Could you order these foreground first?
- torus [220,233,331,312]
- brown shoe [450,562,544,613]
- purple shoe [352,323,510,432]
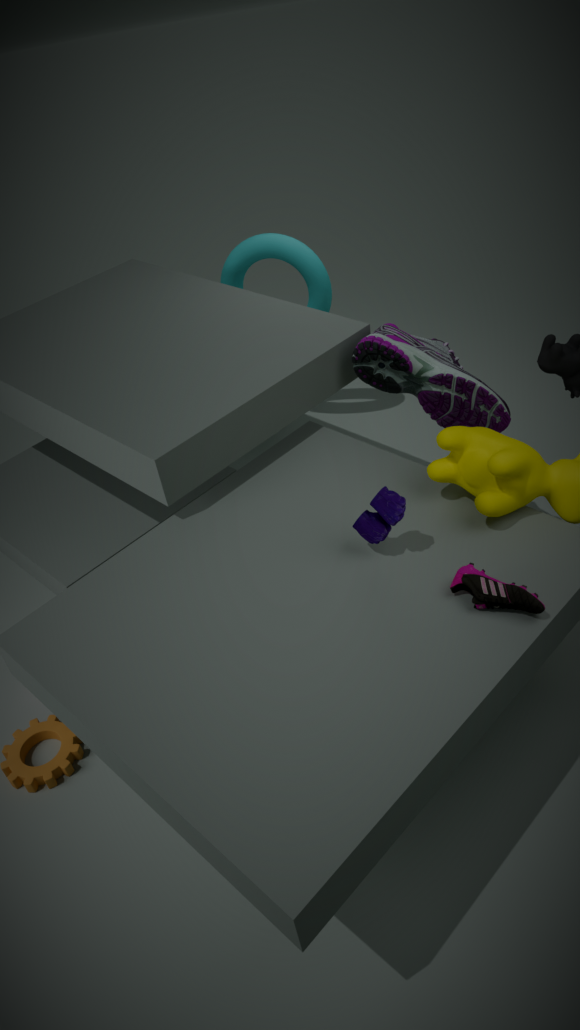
brown shoe [450,562,544,613] < purple shoe [352,323,510,432] < torus [220,233,331,312]
